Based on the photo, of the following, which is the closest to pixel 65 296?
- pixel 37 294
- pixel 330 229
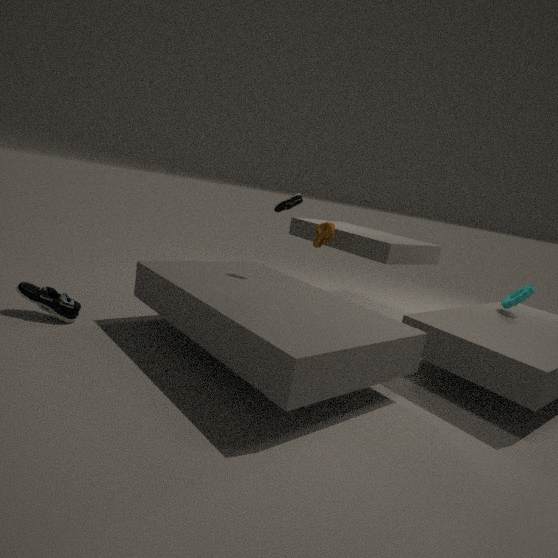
pixel 37 294
